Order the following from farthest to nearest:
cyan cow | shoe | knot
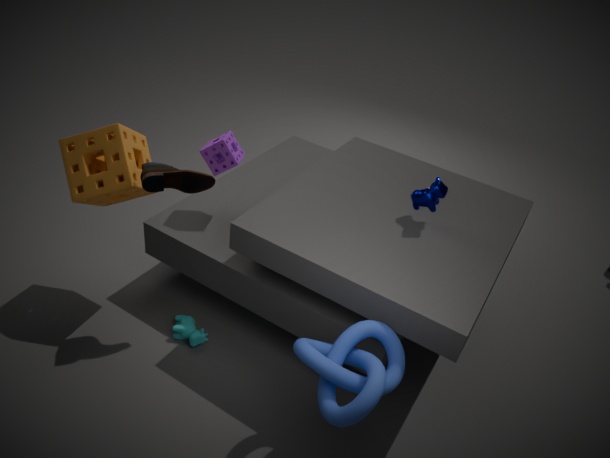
cyan cow → shoe → knot
